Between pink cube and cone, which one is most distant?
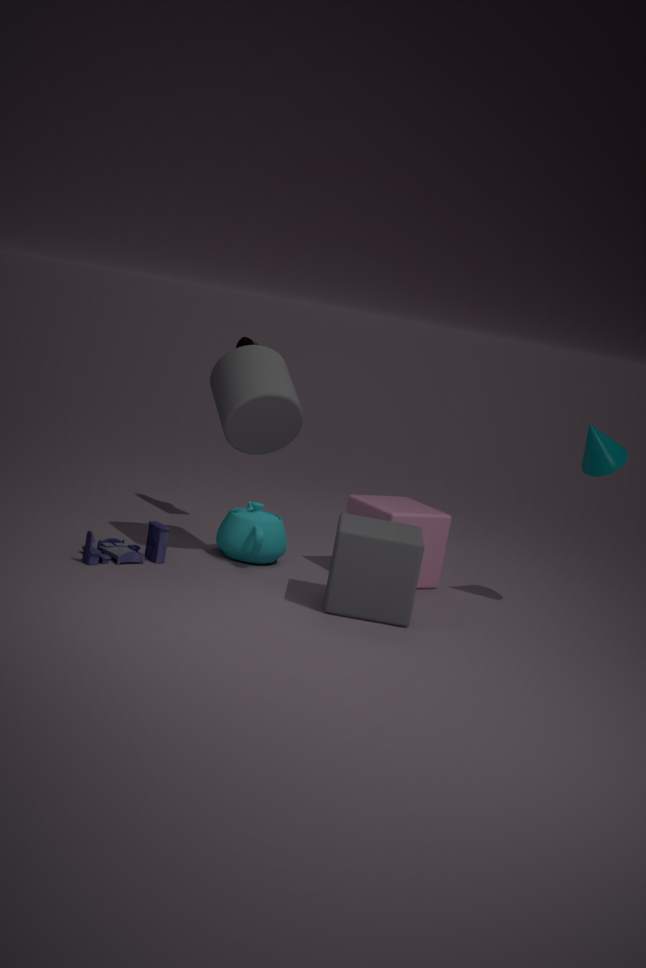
pink cube
